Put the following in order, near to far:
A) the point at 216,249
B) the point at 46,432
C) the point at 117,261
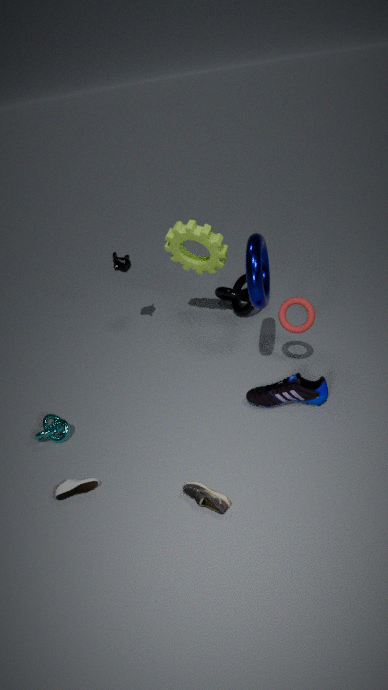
1. the point at 46,432
2. the point at 216,249
3. the point at 117,261
